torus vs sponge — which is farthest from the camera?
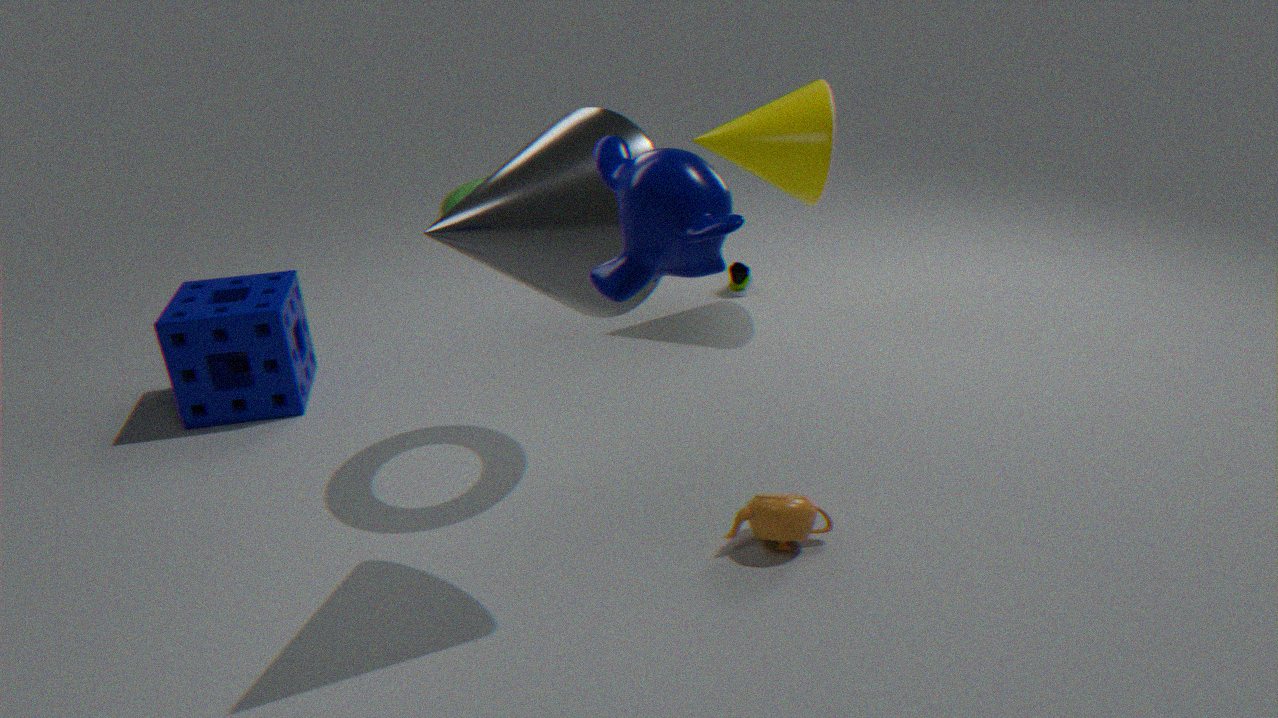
sponge
